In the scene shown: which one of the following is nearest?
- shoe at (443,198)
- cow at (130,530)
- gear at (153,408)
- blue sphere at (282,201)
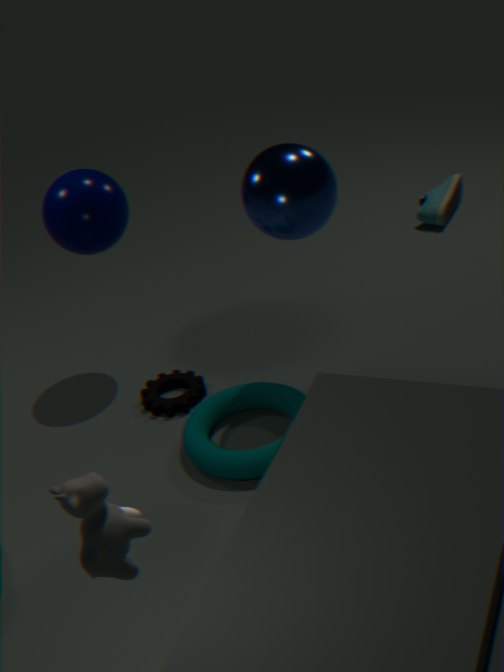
cow at (130,530)
